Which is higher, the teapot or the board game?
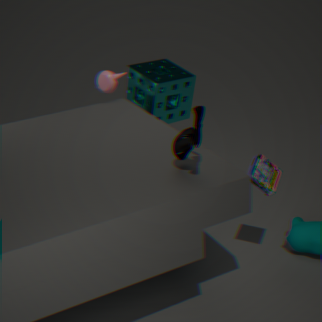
the teapot
